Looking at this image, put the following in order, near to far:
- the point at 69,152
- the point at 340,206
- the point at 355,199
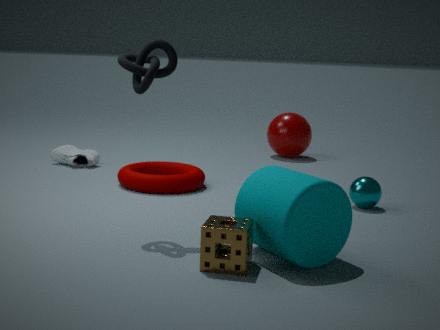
1. the point at 340,206
2. the point at 355,199
3. the point at 69,152
